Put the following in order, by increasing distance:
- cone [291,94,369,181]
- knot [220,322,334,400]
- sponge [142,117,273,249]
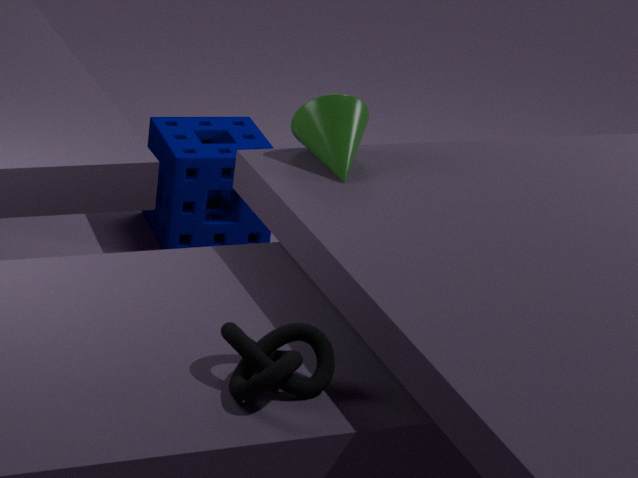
1. knot [220,322,334,400]
2. cone [291,94,369,181]
3. sponge [142,117,273,249]
